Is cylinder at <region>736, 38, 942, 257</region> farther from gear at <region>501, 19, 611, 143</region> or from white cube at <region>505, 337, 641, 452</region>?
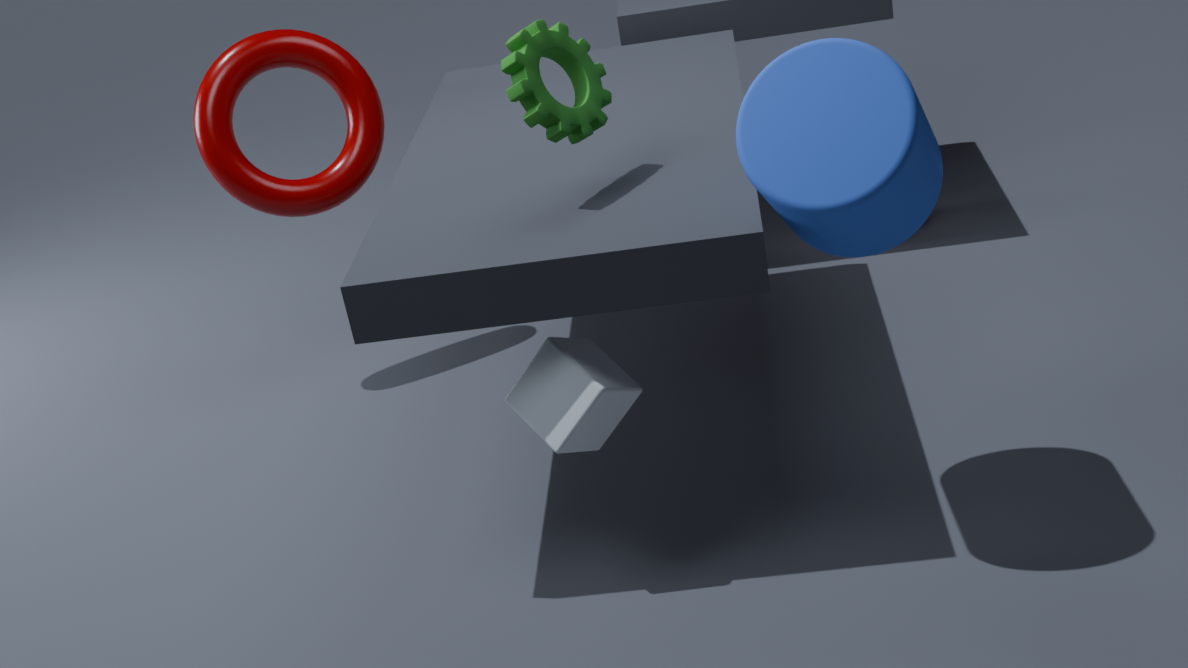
white cube at <region>505, 337, 641, 452</region>
